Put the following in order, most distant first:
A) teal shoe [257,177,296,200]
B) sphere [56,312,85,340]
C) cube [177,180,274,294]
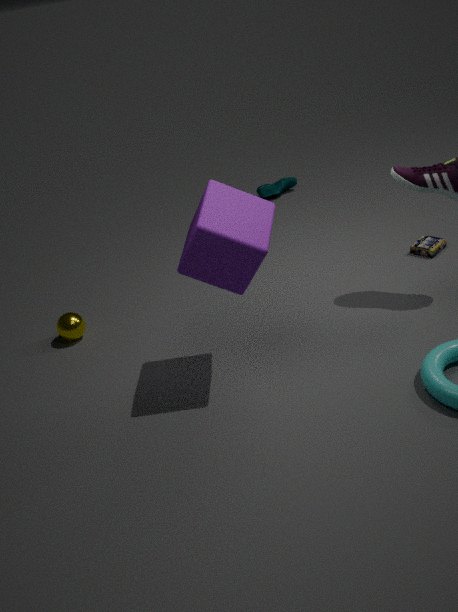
teal shoe [257,177,296,200] → sphere [56,312,85,340] → cube [177,180,274,294]
